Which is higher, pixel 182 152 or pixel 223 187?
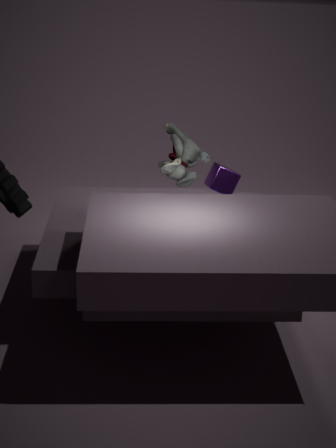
pixel 182 152
